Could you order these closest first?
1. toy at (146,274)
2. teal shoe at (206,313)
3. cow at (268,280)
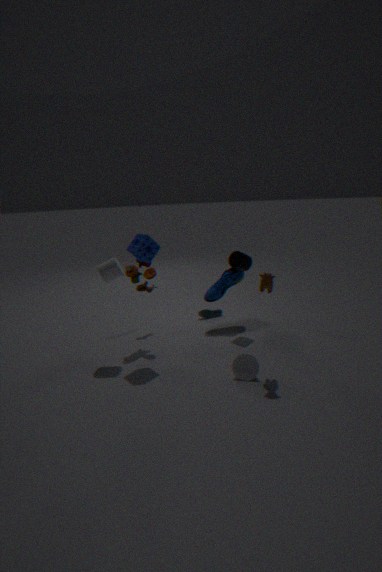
1. cow at (268,280)
2. toy at (146,274)
3. teal shoe at (206,313)
